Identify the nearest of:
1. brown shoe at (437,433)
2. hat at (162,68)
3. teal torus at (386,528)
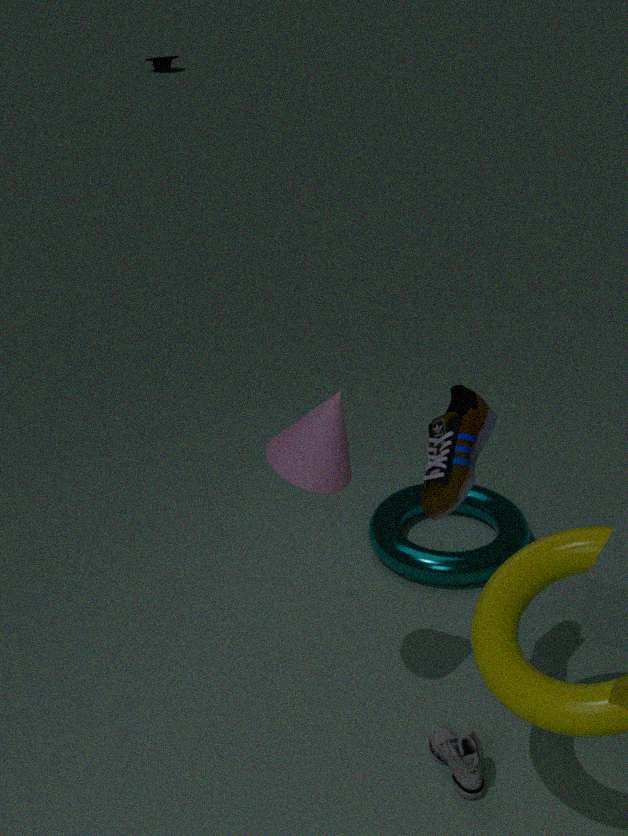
brown shoe at (437,433)
